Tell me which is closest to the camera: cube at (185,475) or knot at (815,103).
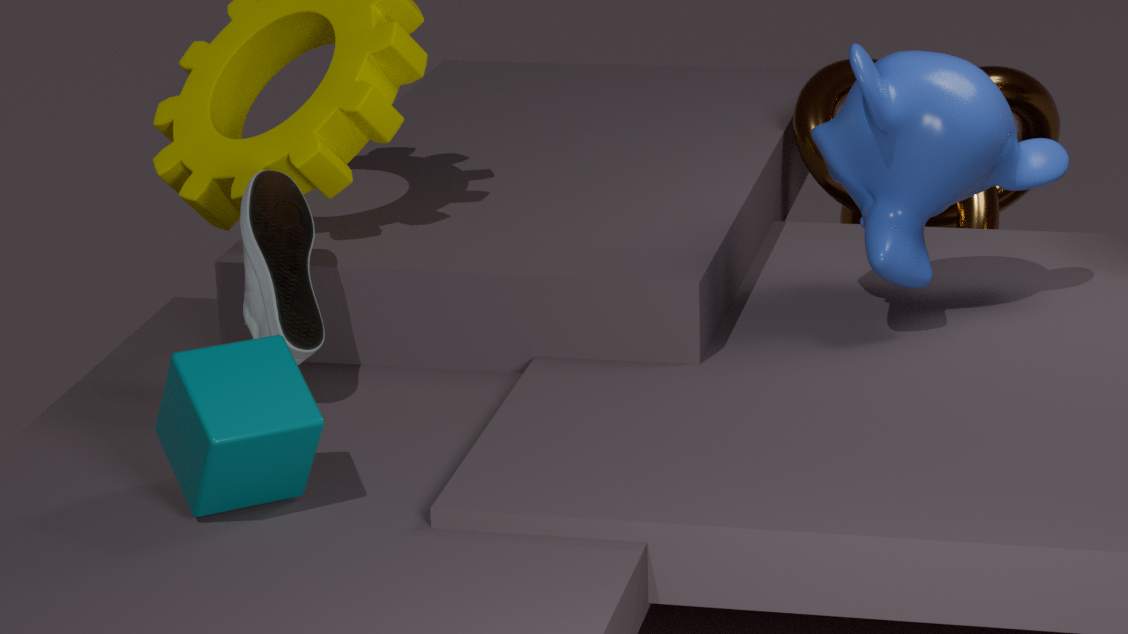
cube at (185,475)
